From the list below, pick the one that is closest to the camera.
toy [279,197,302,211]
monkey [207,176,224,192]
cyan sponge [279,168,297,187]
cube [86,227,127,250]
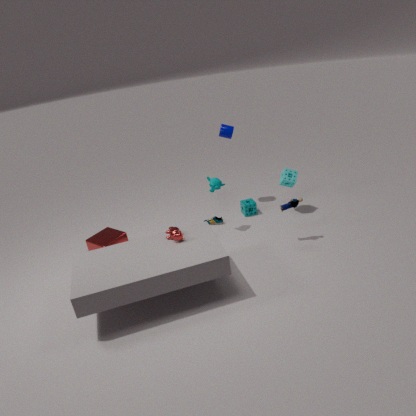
toy [279,197,302,211]
